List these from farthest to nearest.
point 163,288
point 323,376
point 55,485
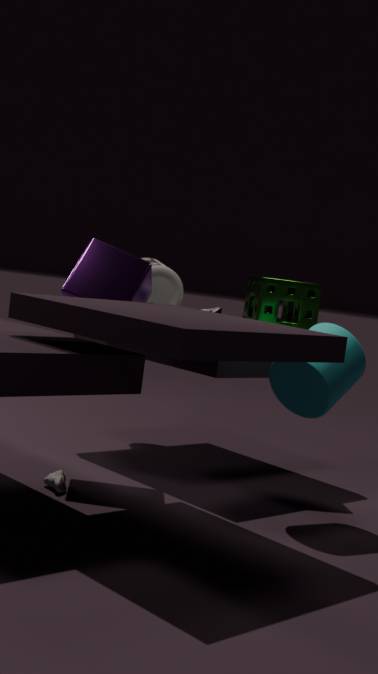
1. point 163,288
2. point 55,485
3. point 323,376
